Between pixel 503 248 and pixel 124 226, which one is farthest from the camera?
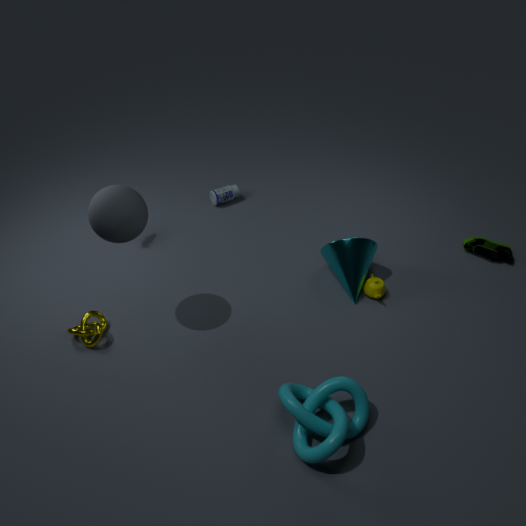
pixel 503 248
